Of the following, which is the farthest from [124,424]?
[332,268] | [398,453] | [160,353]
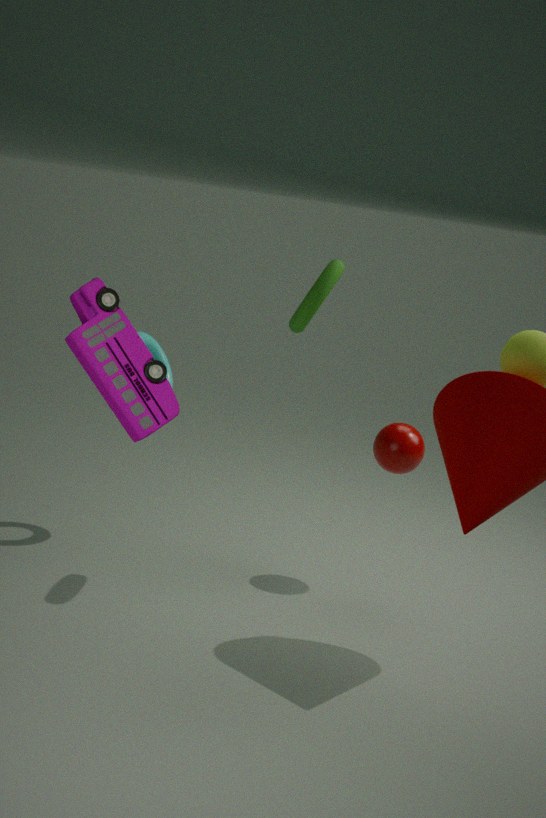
[398,453]
